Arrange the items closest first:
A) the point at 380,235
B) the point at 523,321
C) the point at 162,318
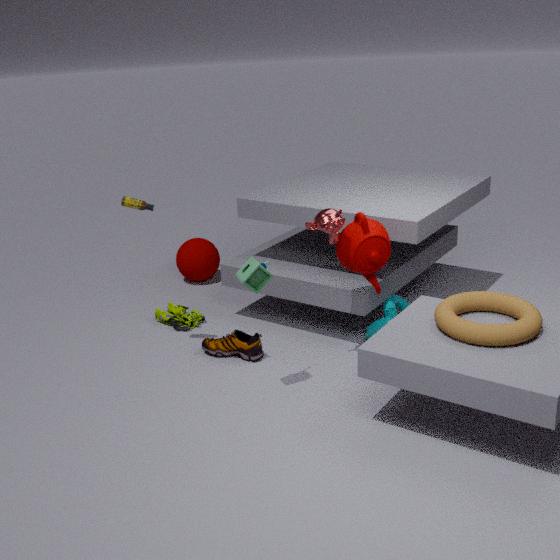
the point at 523,321
the point at 380,235
the point at 162,318
